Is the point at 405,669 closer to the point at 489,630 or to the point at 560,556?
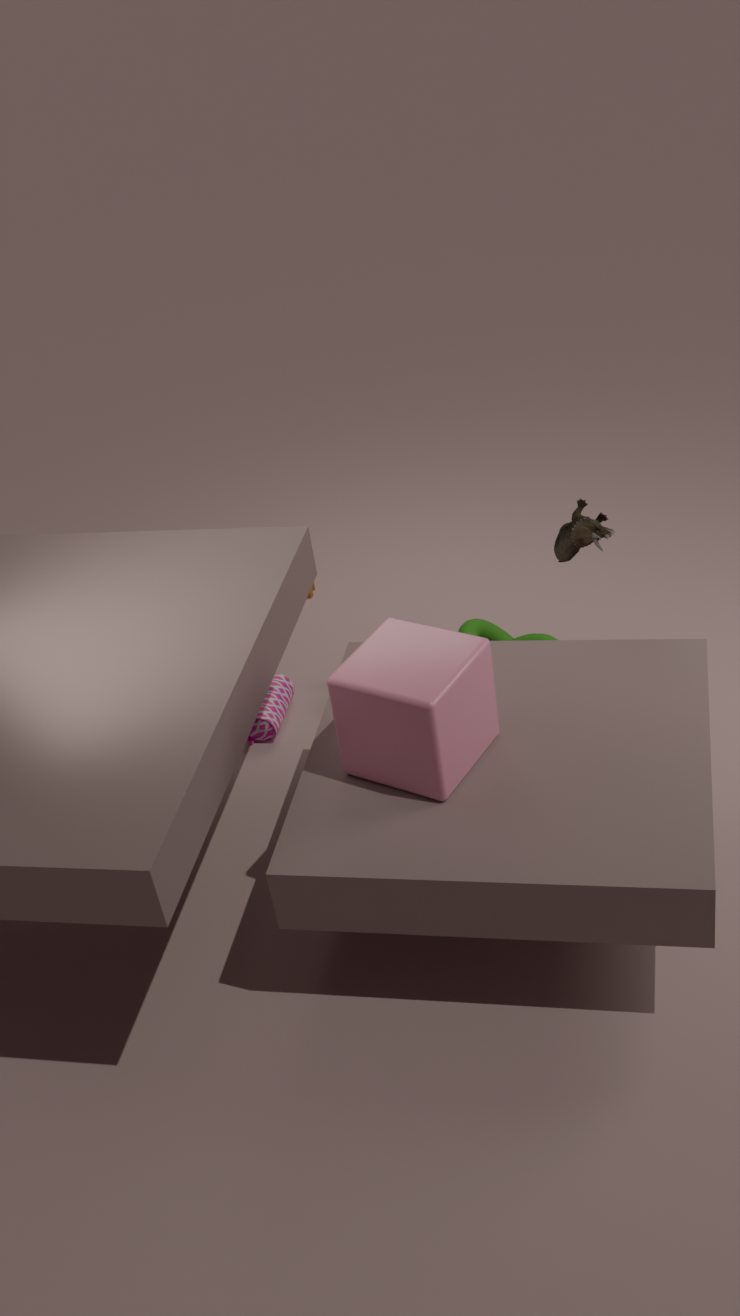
the point at 560,556
